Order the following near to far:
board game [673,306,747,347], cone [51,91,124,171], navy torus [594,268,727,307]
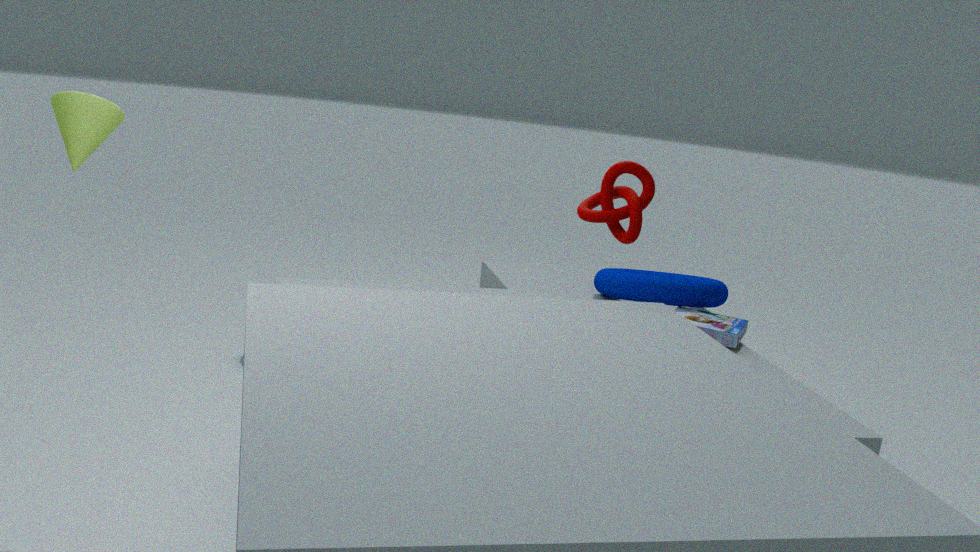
cone [51,91,124,171] < board game [673,306,747,347] < navy torus [594,268,727,307]
